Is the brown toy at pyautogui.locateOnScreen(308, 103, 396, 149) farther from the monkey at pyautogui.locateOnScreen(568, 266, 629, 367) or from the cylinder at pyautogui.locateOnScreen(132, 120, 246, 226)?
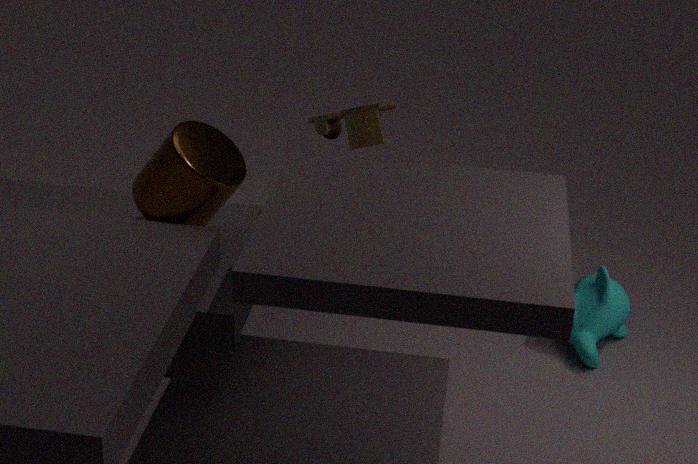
the monkey at pyautogui.locateOnScreen(568, 266, 629, 367)
